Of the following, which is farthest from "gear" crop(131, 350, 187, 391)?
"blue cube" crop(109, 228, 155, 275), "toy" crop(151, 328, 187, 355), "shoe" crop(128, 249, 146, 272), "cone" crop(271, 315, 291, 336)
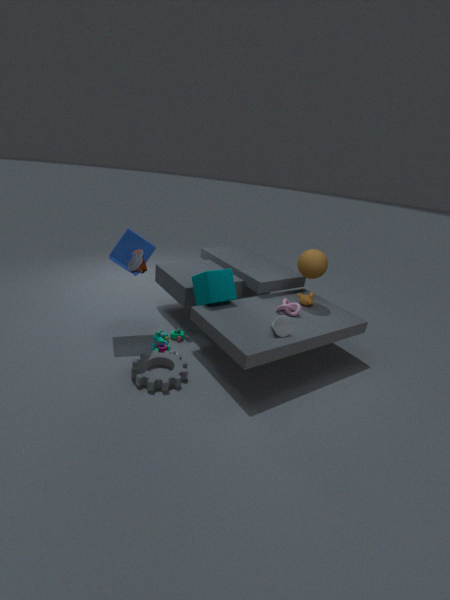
"cone" crop(271, 315, 291, 336)
